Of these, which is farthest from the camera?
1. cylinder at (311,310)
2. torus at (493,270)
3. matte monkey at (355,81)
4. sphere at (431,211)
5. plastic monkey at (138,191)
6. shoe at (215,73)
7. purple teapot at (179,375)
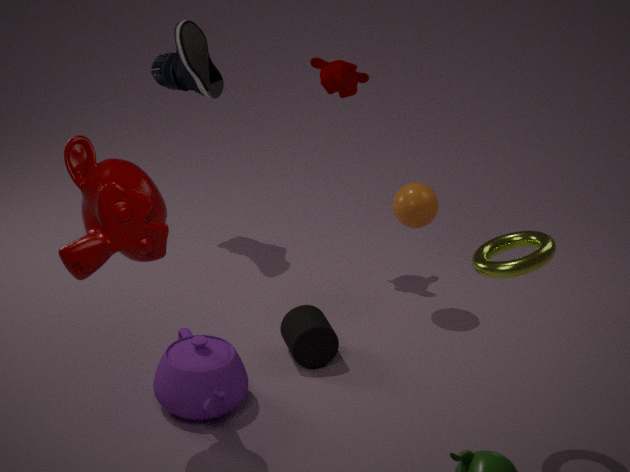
shoe at (215,73)
